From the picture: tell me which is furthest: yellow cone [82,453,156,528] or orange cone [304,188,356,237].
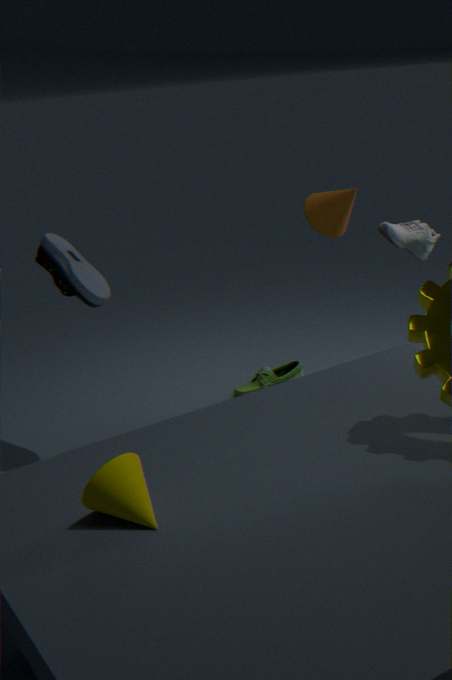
orange cone [304,188,356,237]
